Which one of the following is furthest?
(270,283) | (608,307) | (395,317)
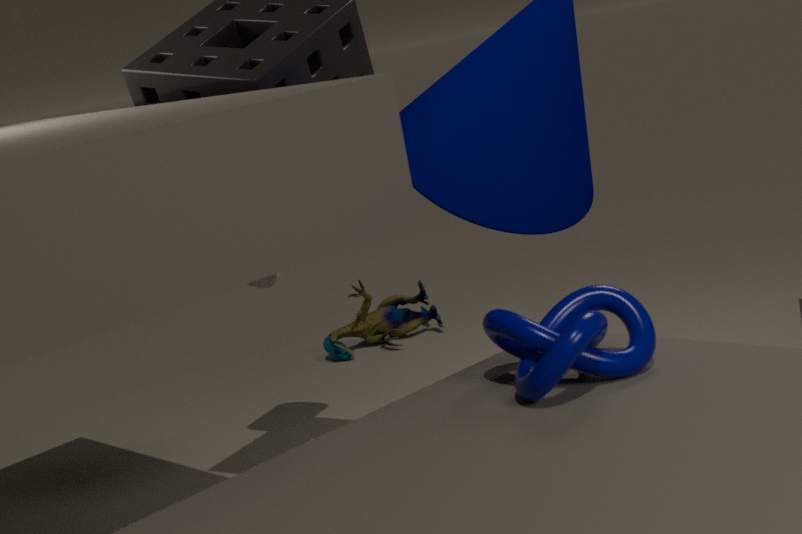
(395,317)
